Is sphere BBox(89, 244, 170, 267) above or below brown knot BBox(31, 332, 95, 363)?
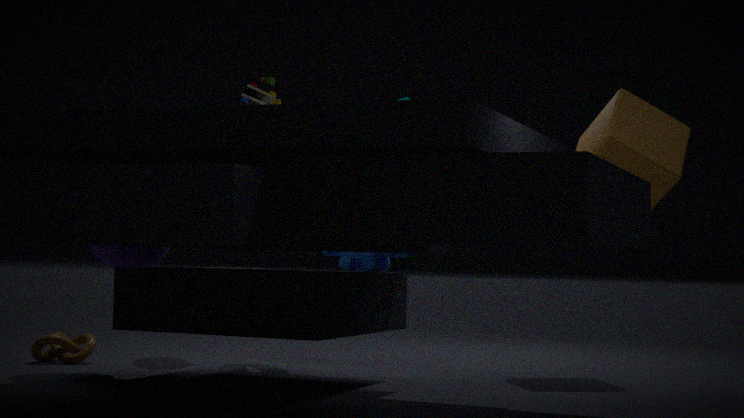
above
